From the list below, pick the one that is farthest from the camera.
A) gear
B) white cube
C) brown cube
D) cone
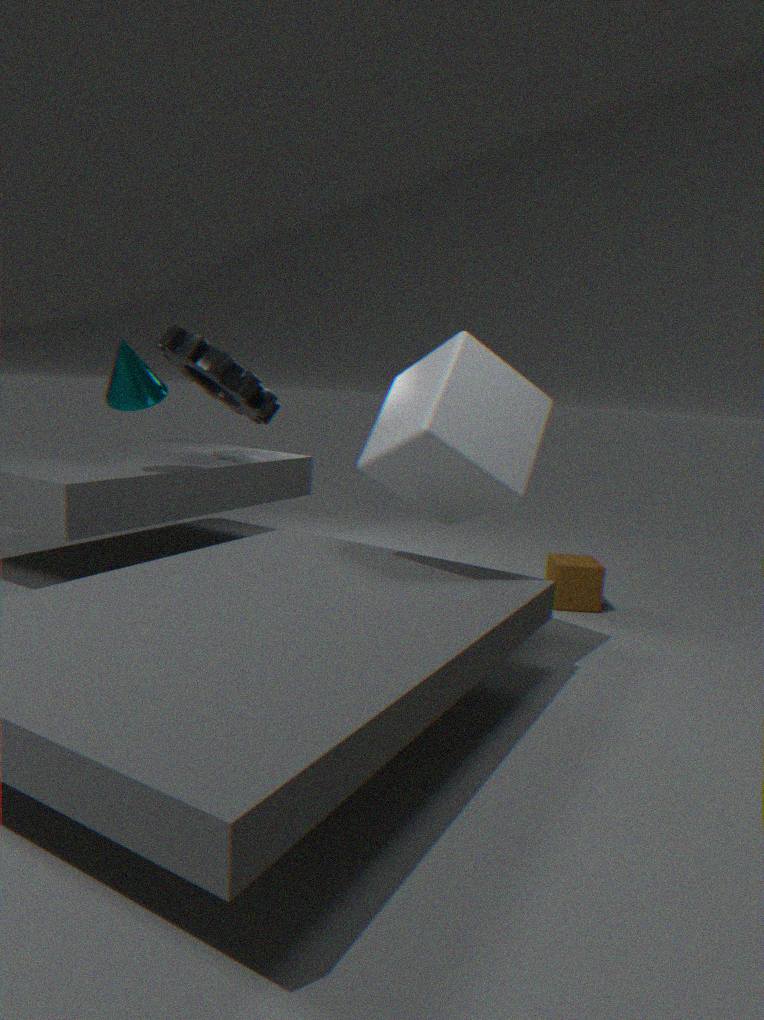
gear
